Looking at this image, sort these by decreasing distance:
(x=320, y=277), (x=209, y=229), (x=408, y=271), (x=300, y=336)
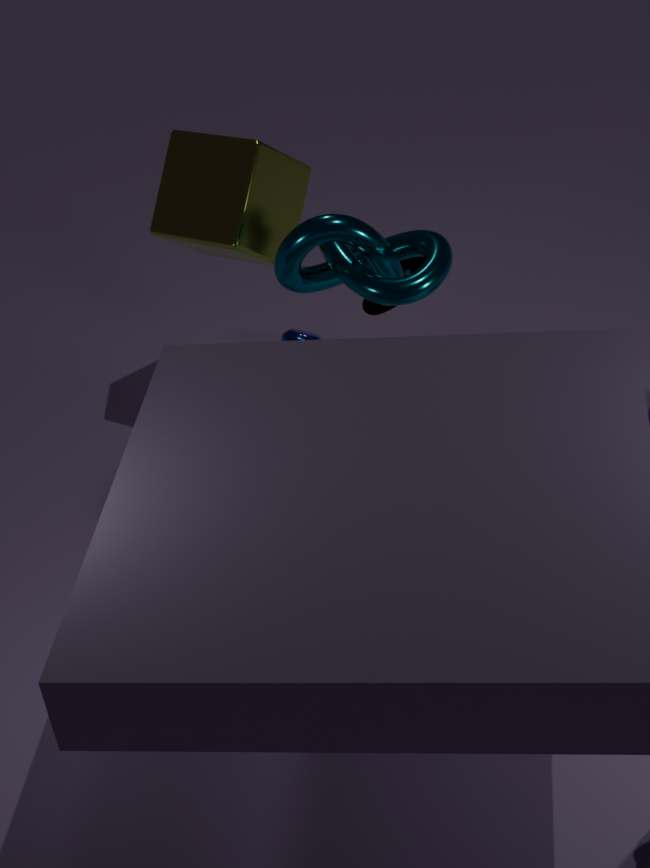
(x=300, y=336)
(x=408, y=271)
(x=209, y=229)
(x=320, y=277)
